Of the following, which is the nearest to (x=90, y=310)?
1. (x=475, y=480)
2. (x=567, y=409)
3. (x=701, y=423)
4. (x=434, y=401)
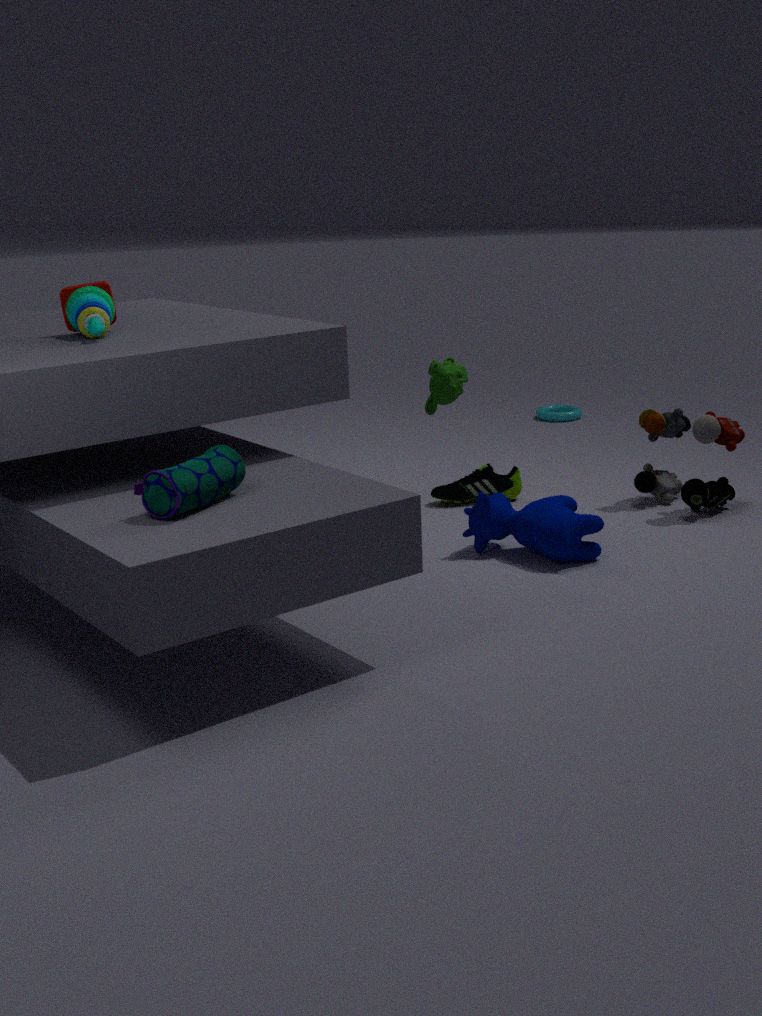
(x=434, y=401)
